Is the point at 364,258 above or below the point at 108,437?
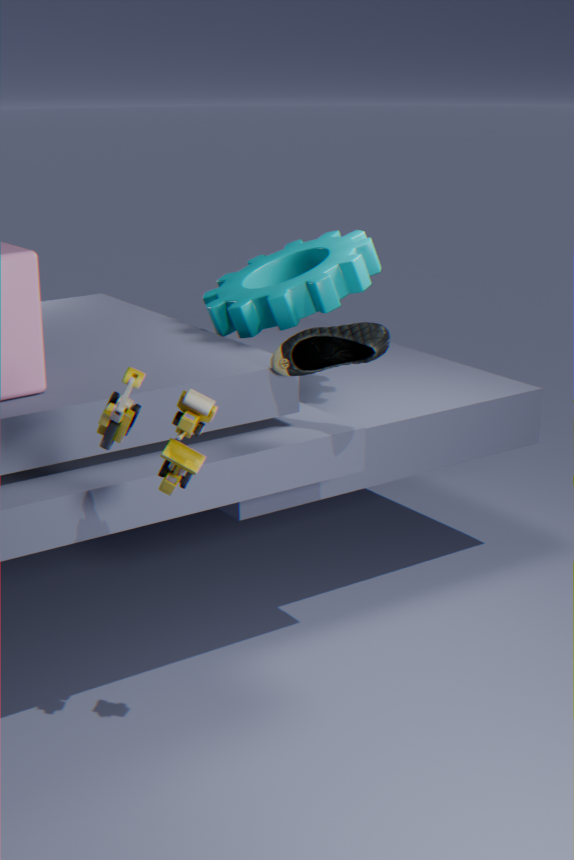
above
